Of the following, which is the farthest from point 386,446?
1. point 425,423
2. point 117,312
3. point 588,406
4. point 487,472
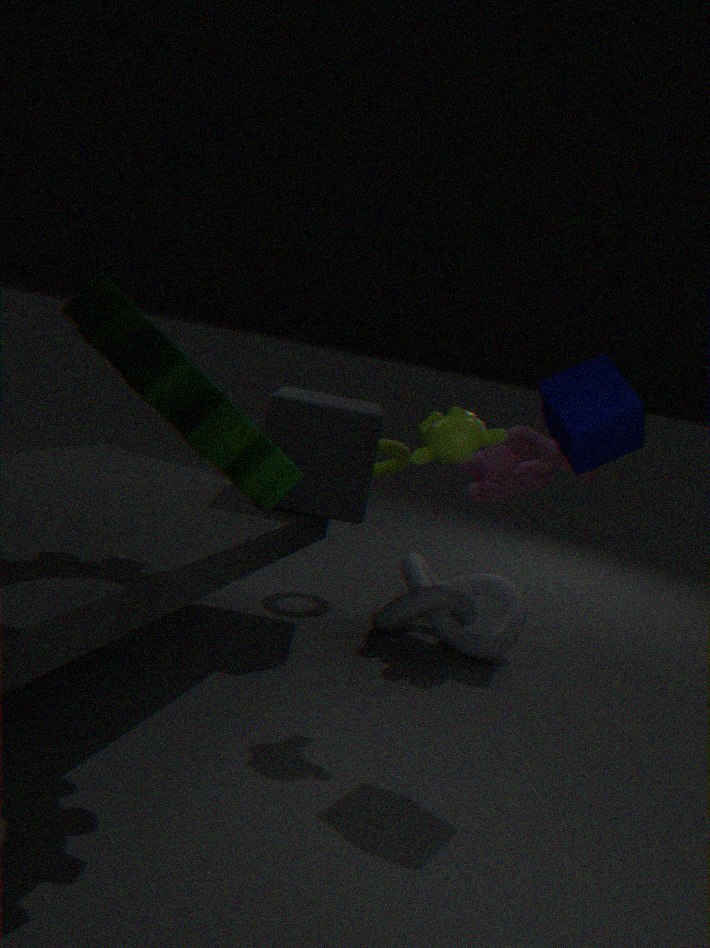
point 117,312
